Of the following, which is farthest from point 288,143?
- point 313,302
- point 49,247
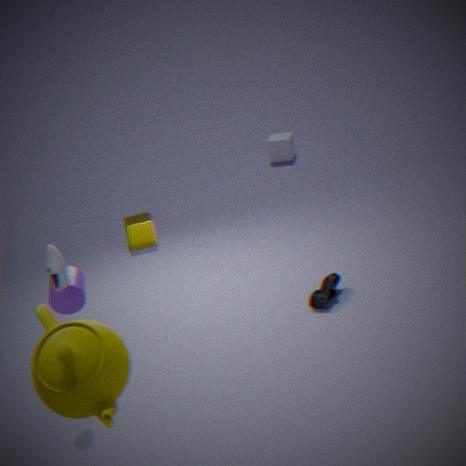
point 49,247
